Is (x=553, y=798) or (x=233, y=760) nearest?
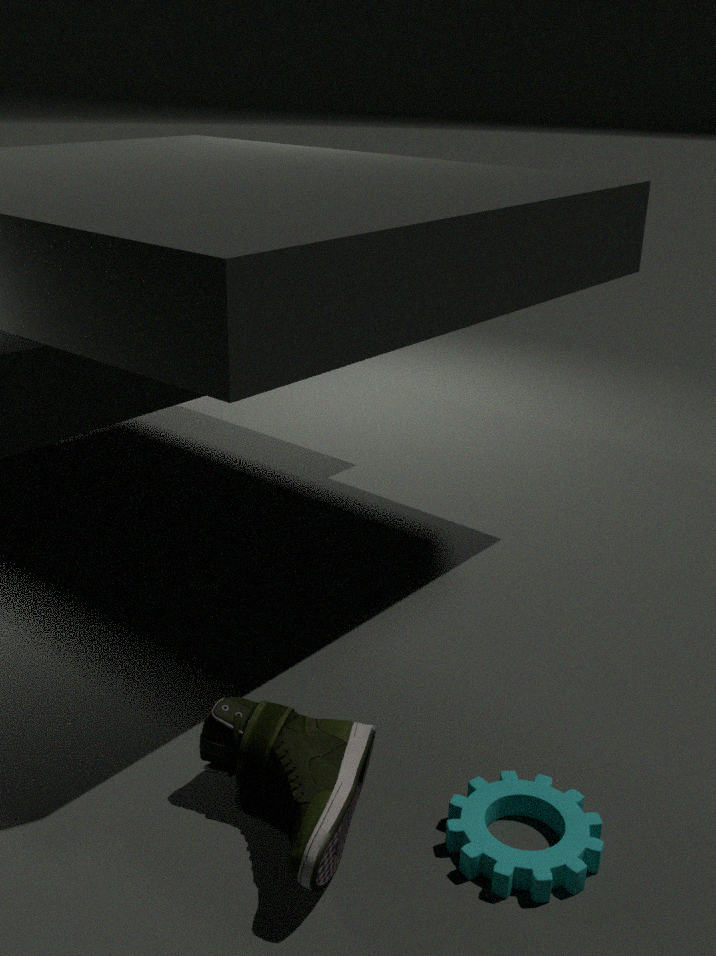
(x=233, y=760)
